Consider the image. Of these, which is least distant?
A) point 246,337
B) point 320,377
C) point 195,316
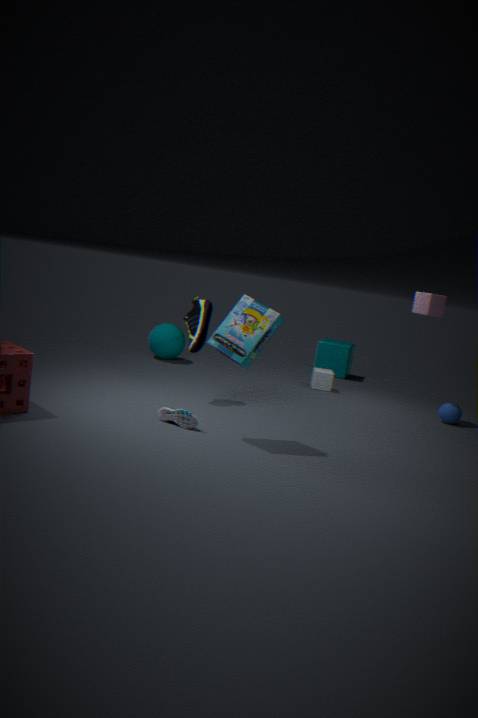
point 246,337
